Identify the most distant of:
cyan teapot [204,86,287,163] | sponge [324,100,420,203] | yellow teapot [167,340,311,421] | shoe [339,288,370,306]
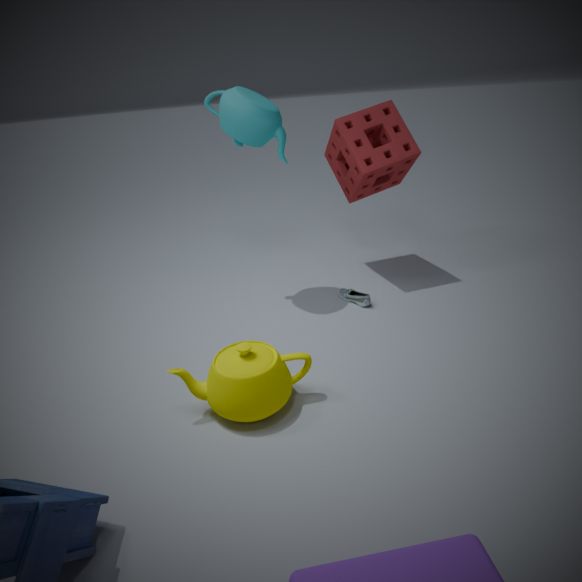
sponge [324,100,420,203]
